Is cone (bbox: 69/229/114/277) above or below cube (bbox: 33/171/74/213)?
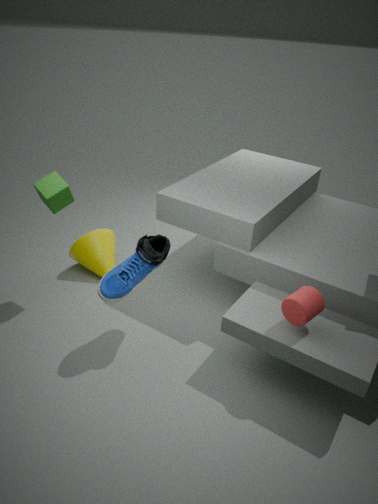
below
